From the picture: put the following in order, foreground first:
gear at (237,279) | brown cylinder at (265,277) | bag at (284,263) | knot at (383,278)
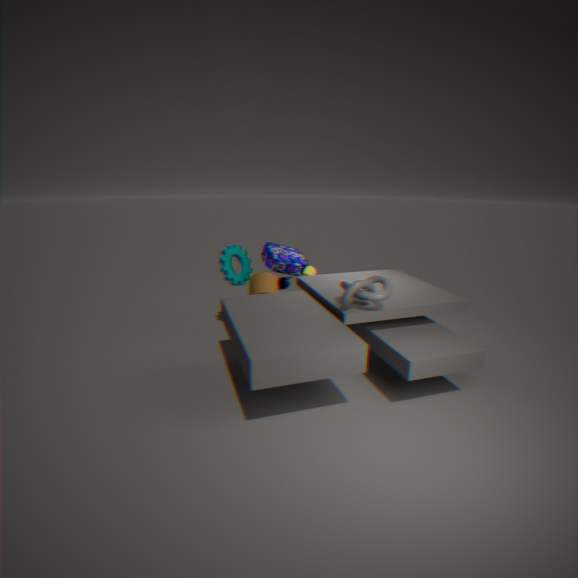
knot at (383,278)
brown cylinder at (265,277)
gear at (237,279)
bag at (284,263)
